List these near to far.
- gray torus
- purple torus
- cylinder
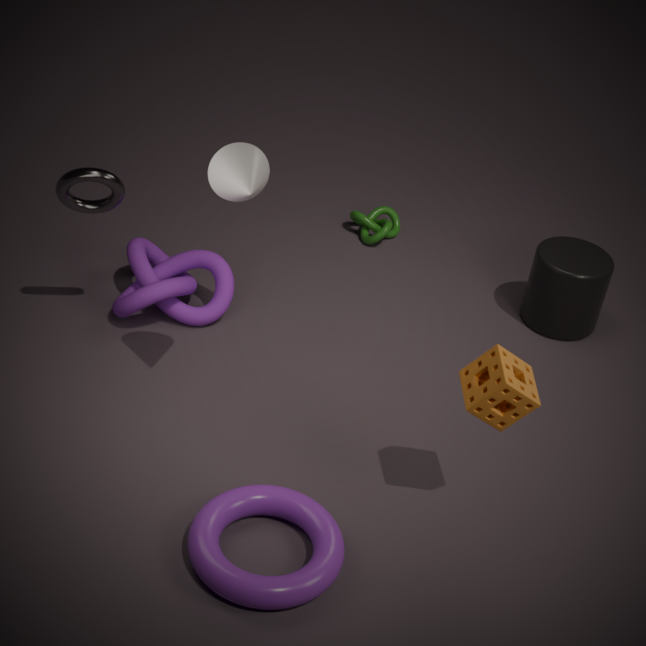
purple torus → gray torus → cylinder
